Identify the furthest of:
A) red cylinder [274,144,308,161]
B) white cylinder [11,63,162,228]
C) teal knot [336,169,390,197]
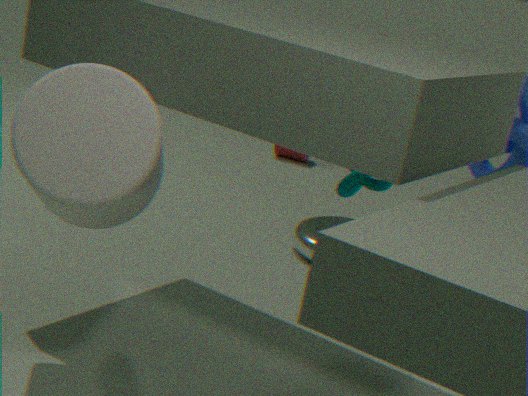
red cylinder [274,144,308,161]
